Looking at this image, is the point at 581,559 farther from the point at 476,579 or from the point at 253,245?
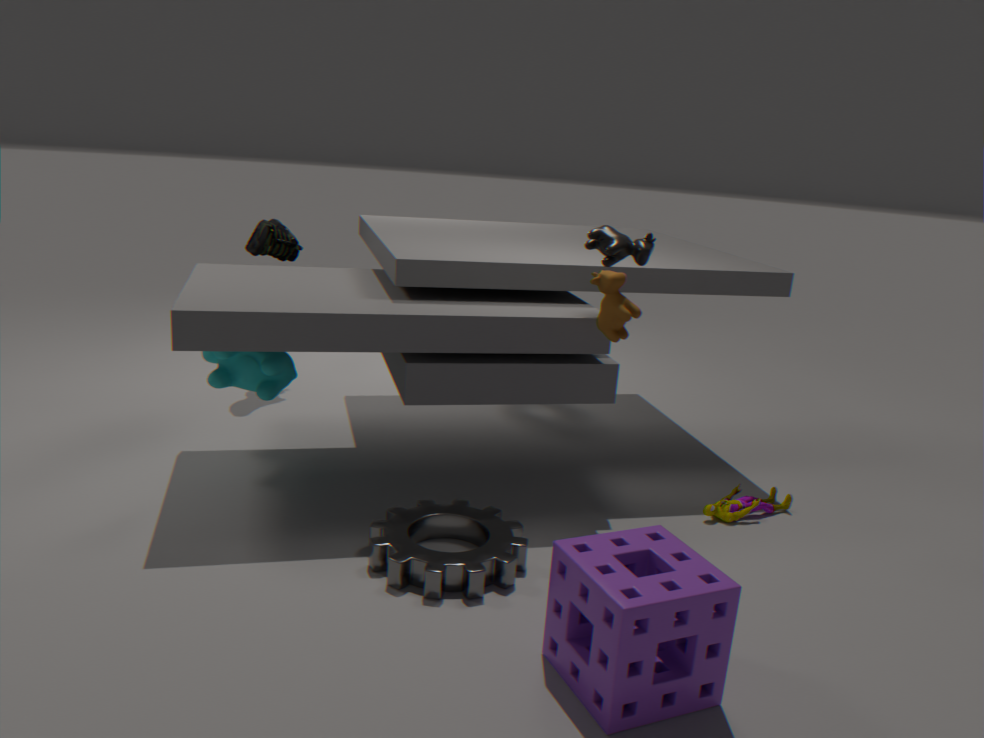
the point at 253,245
